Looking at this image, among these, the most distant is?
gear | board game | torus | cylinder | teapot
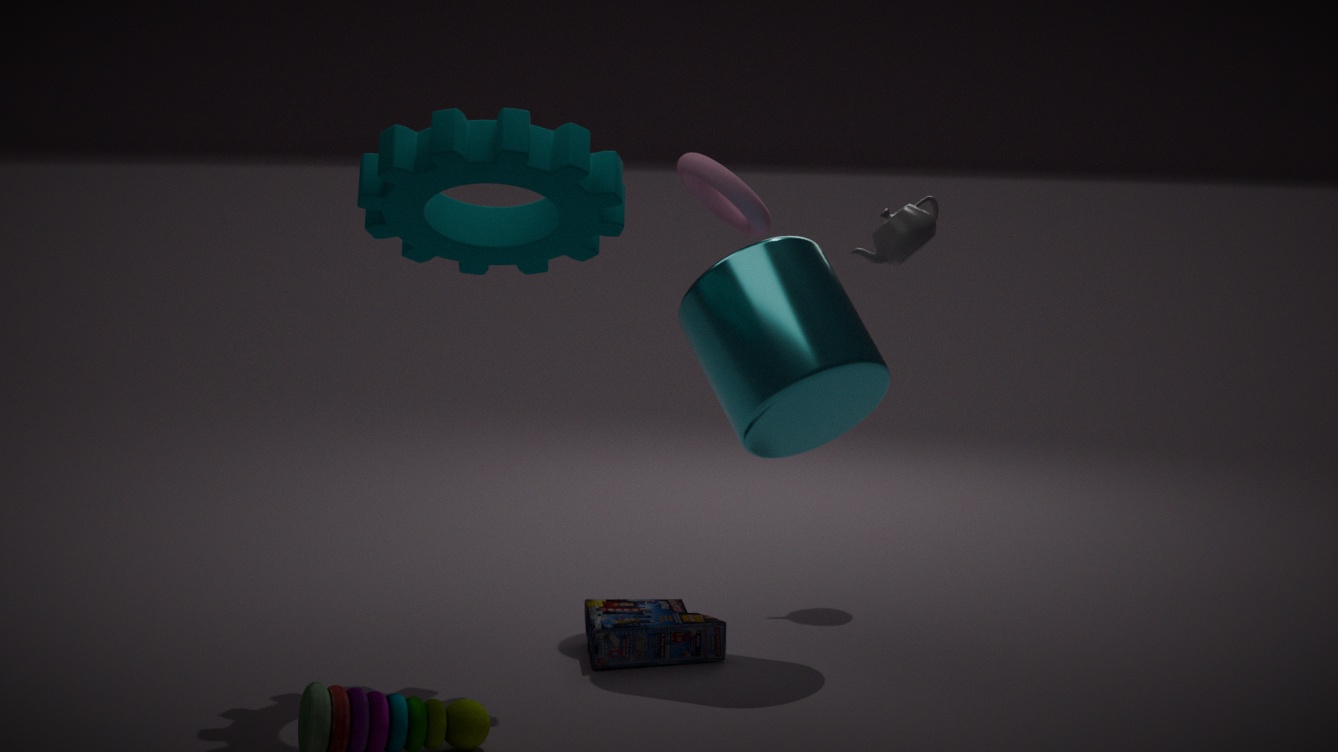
teapot
